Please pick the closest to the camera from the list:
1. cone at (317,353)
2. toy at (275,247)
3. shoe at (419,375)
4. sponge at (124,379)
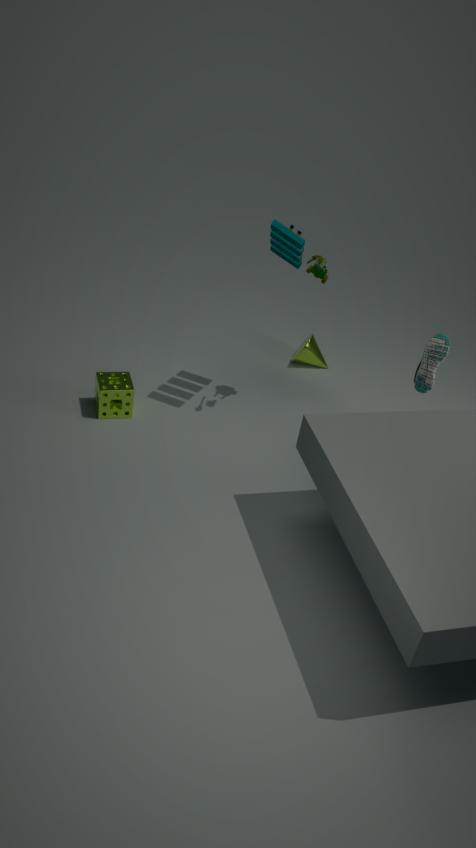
toy at (275,247)
